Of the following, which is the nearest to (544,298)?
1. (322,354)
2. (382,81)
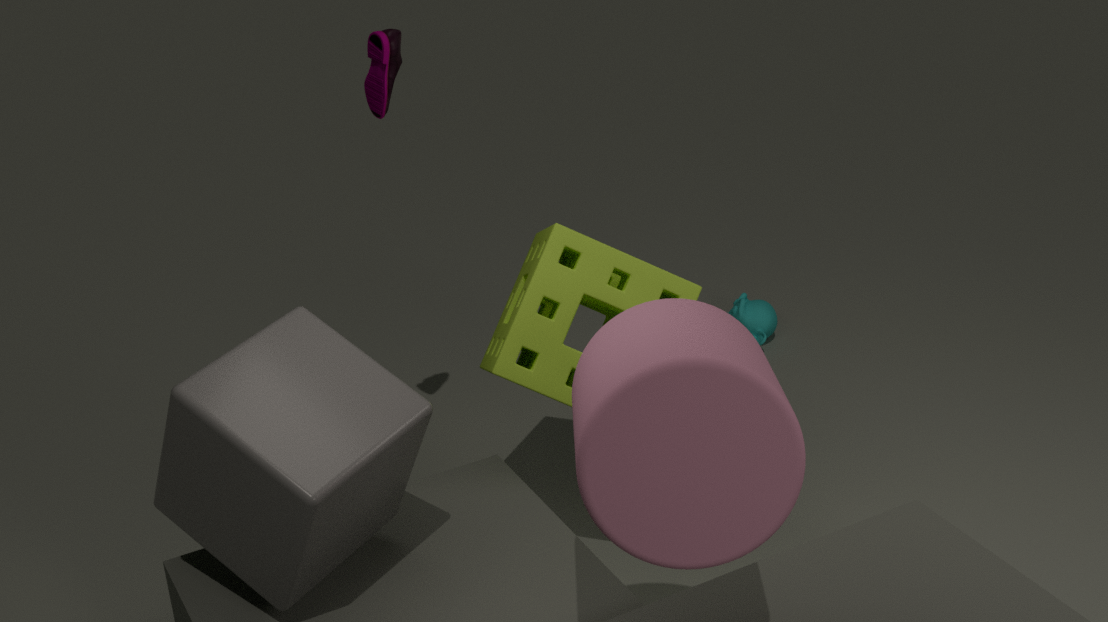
(382,81)
